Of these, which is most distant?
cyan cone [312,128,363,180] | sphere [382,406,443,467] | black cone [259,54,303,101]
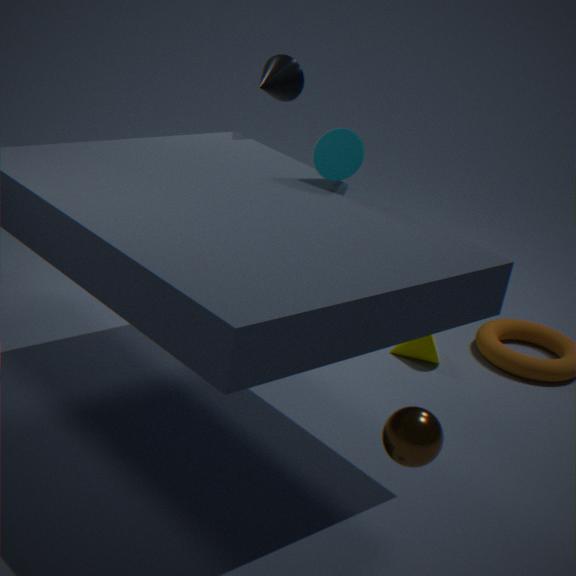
black cone [259,54,303,101]
